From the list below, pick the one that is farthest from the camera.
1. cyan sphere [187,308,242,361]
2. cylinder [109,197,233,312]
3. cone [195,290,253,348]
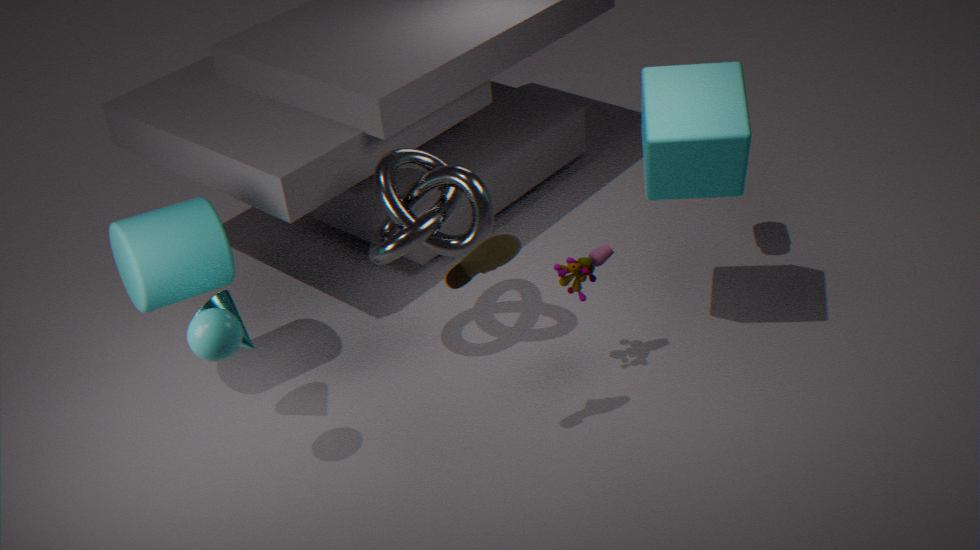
cylinder [109,197,233,312]
